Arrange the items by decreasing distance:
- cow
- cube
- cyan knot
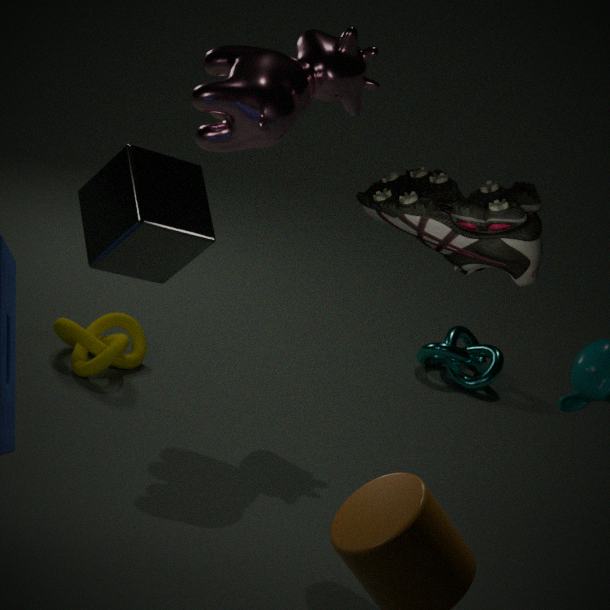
cyan knot, cow, cube
